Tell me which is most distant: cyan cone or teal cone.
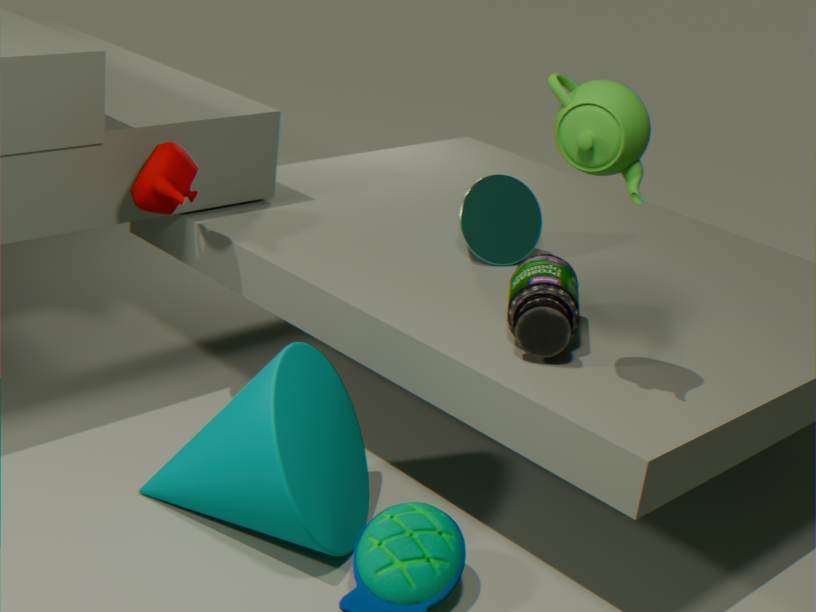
cyan cone
